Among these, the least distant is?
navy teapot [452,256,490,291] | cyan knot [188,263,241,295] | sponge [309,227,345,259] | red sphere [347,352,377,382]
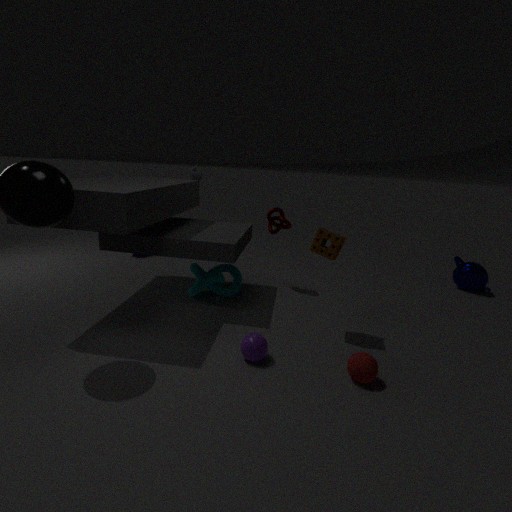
red sphere [347,352,377,382]
